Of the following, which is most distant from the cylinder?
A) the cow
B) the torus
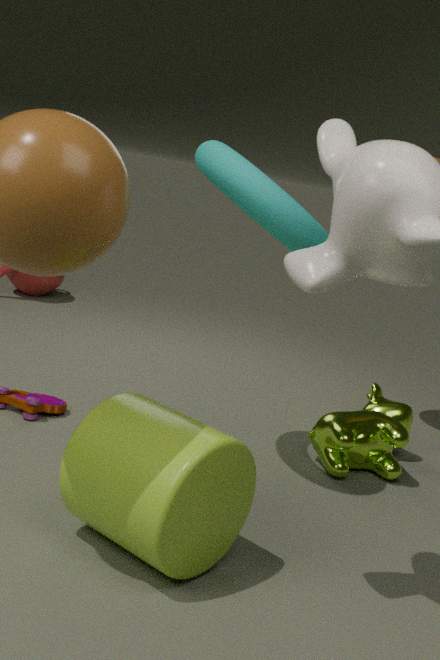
the cow
